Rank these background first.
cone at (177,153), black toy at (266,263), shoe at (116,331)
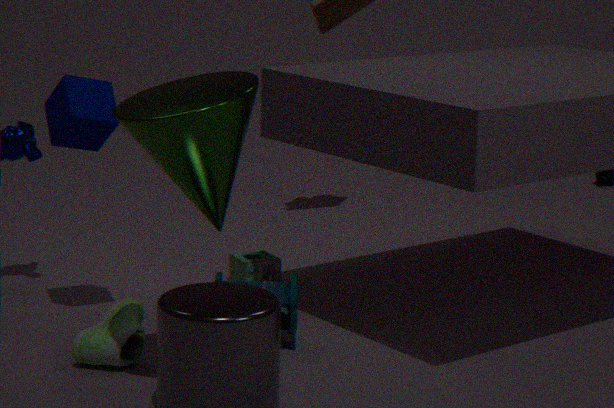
1. black toy at (266,263)
2. shoe at (116,331)
3. cone at (177,153)
